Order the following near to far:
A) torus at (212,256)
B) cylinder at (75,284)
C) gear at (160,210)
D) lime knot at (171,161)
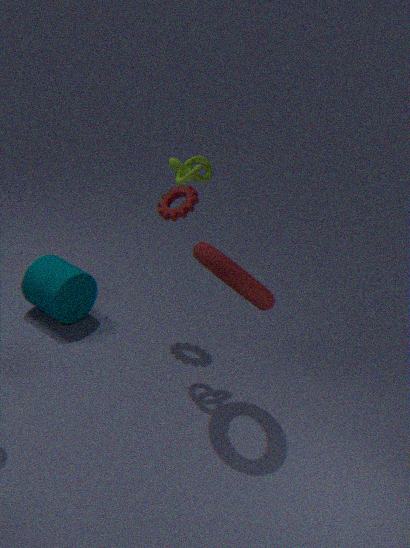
1. torus at (212,256)
2. lime knot at (171,161)
3. gear at (160,210)
4. cylinder at (75,284)
